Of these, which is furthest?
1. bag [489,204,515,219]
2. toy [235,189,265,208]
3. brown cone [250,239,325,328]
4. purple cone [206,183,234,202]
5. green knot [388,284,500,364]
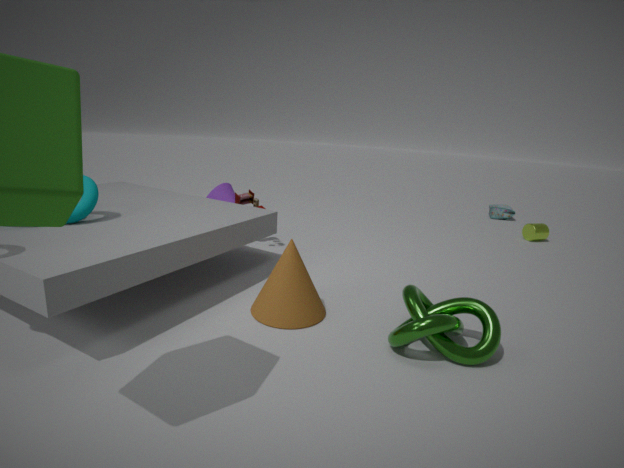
bag [489,204,515,219]
